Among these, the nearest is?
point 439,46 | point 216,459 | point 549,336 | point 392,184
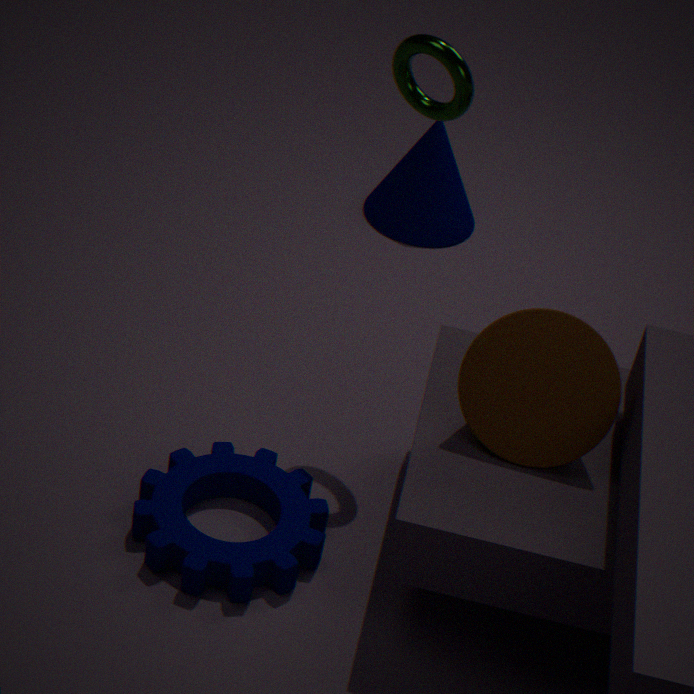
point 549,336
